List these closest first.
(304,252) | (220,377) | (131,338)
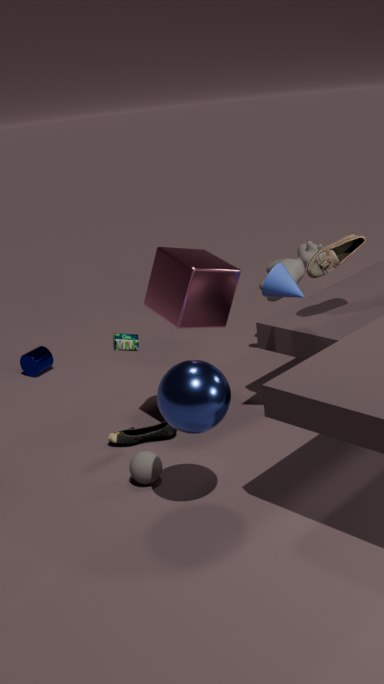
(220,377) → (131,338) → (304,252)
